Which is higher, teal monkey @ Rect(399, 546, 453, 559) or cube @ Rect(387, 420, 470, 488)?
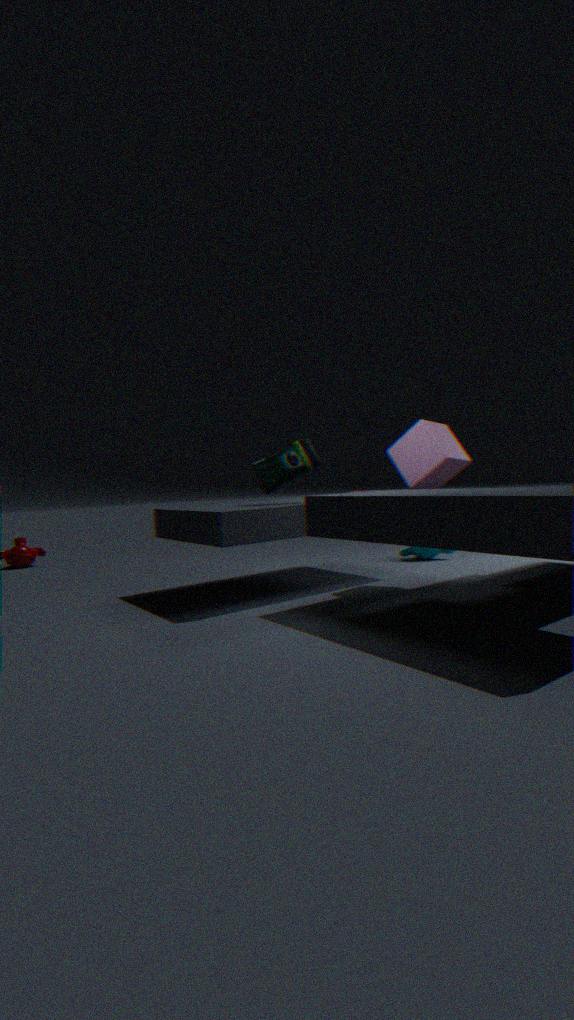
cube @ Rect(387, 420, 470, 488)
